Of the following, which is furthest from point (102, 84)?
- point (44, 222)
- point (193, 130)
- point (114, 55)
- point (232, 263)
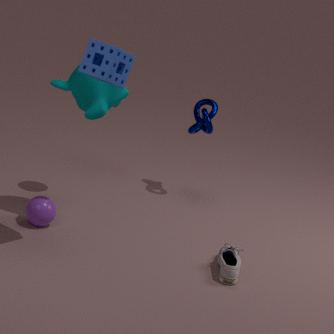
point (232, 263)
